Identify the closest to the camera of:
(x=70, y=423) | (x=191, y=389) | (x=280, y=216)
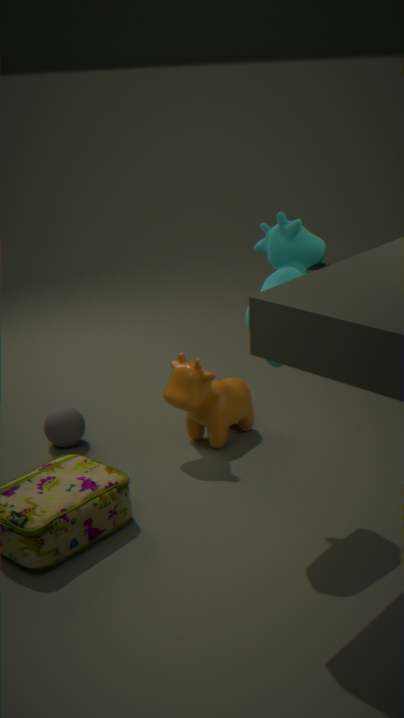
(x=280, y=216)
